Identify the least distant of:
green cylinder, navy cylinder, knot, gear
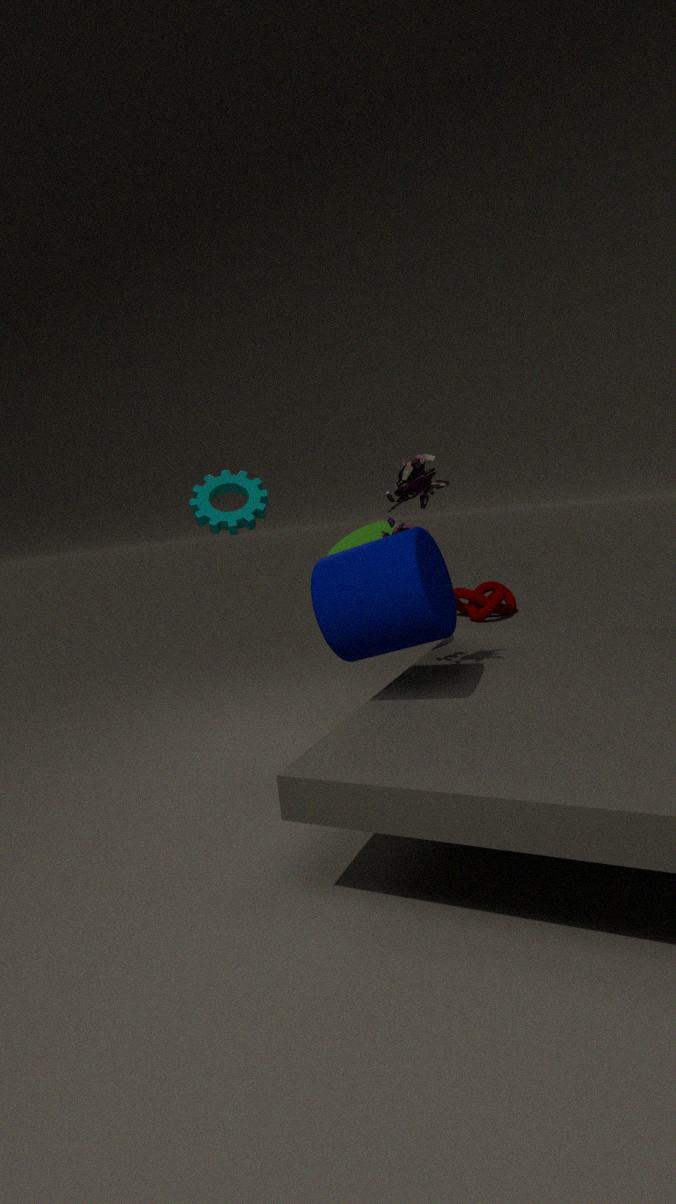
navy cylinder
